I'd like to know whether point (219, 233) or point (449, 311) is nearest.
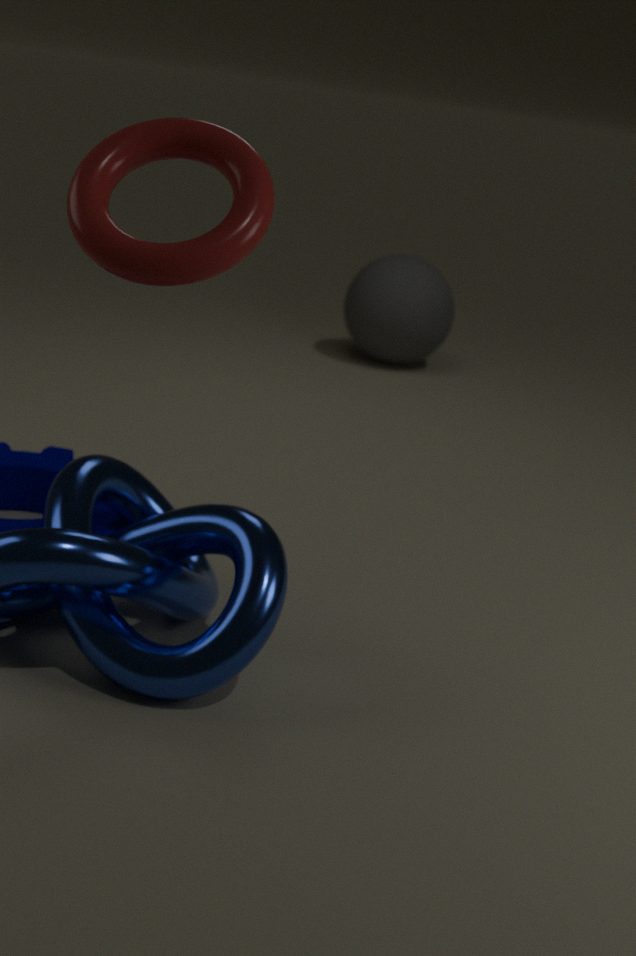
point (219, 233)
